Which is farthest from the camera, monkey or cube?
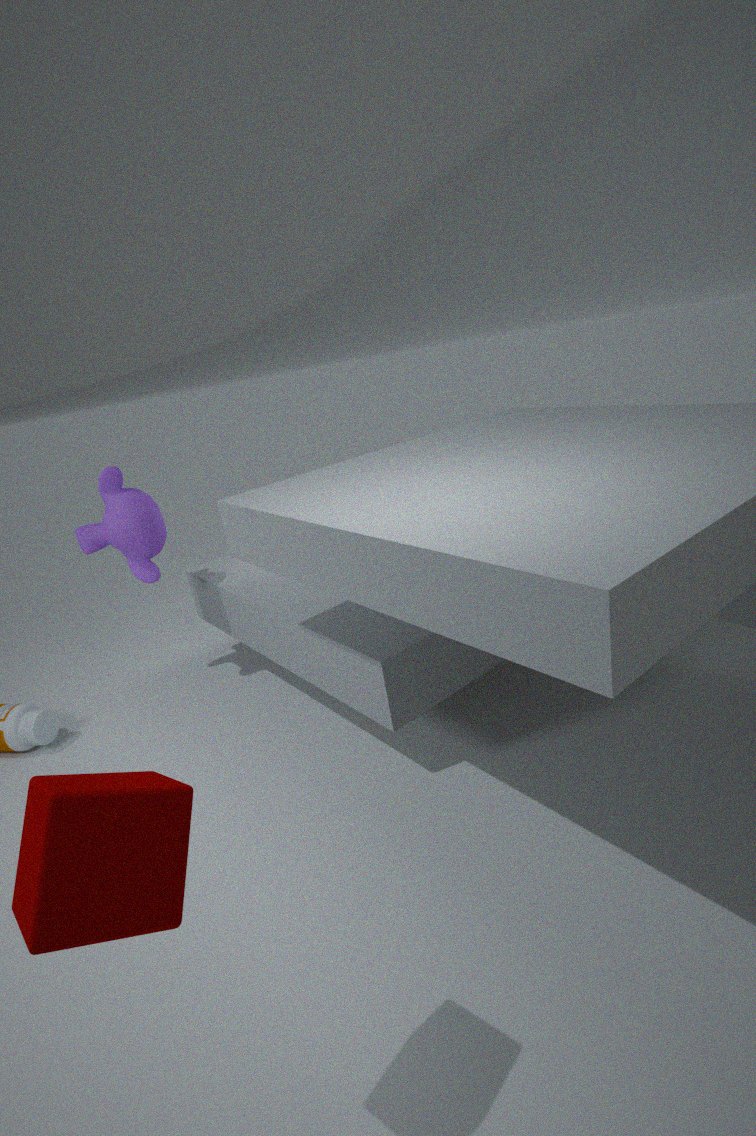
monkey
